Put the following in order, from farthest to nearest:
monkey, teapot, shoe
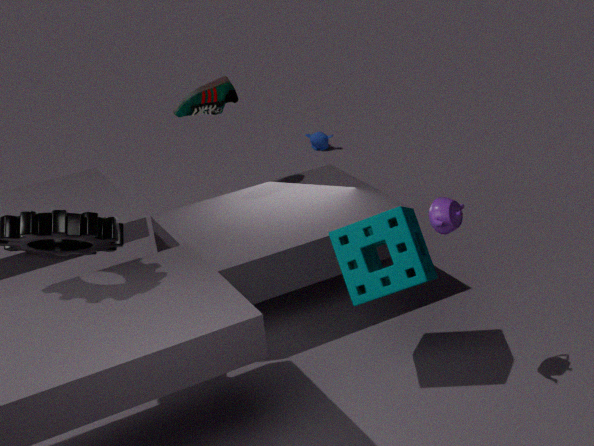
monkey
shoe
teapot
